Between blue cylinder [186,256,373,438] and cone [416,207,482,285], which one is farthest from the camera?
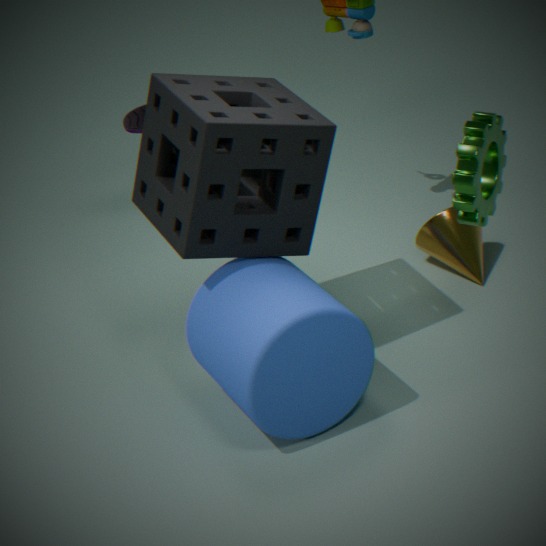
cone [416,207,482,285]
